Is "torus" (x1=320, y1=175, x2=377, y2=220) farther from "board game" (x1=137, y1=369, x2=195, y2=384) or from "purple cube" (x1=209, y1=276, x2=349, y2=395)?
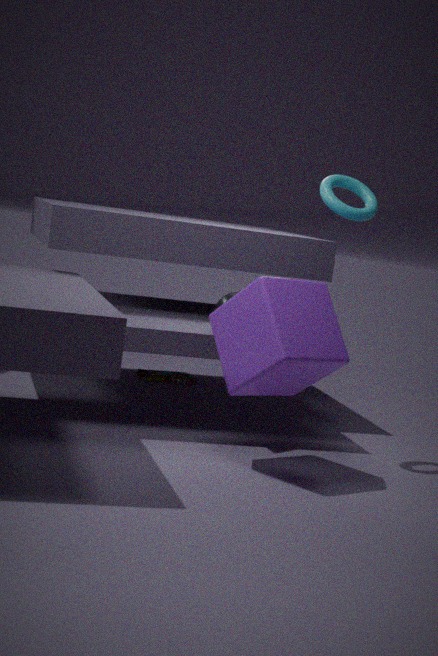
"board game" (x1=137, y1=369, x2=195, y2=384)
